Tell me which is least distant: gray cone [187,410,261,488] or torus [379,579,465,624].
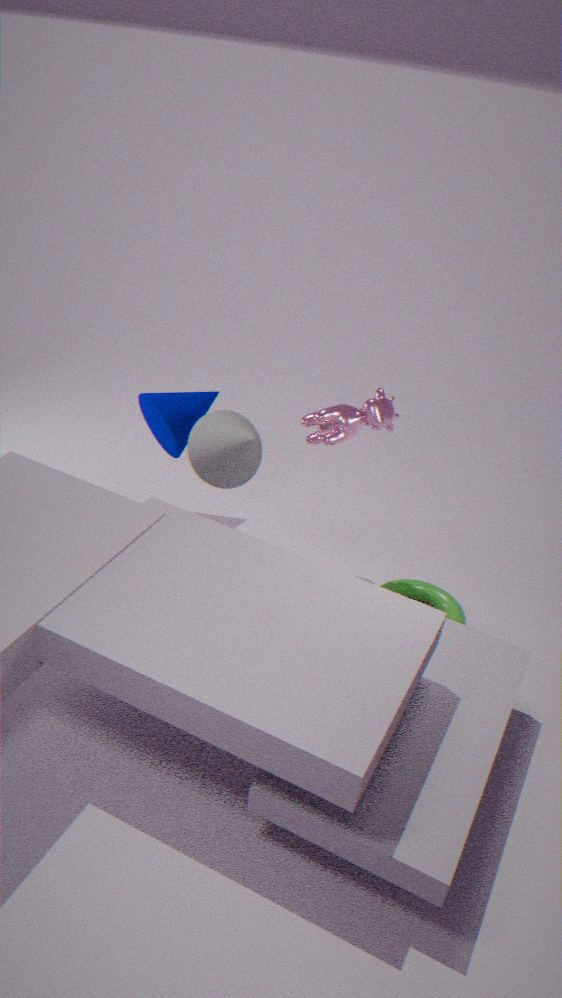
gray cone [187,410,261,488]
